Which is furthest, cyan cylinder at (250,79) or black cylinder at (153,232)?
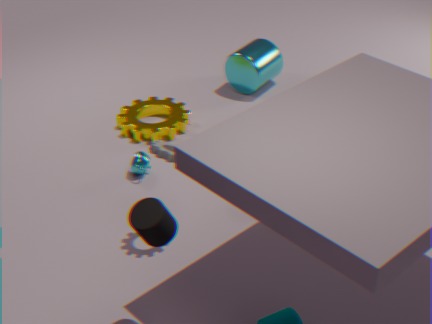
cyan cylinder at (250,79)
